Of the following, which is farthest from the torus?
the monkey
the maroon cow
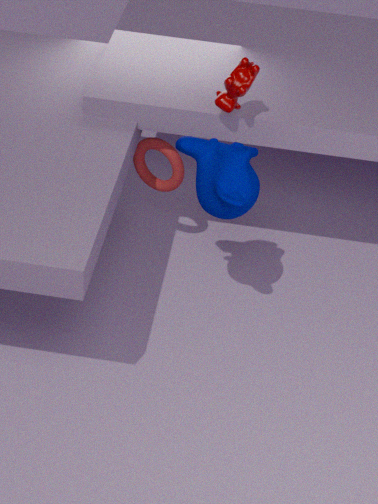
the maroon cow
